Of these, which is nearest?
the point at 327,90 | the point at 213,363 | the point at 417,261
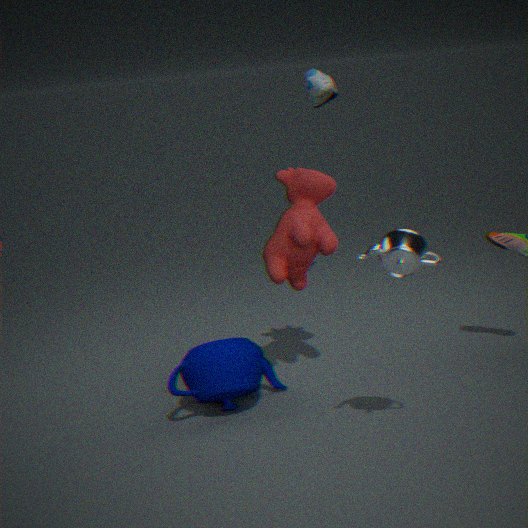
the point at 417,261
